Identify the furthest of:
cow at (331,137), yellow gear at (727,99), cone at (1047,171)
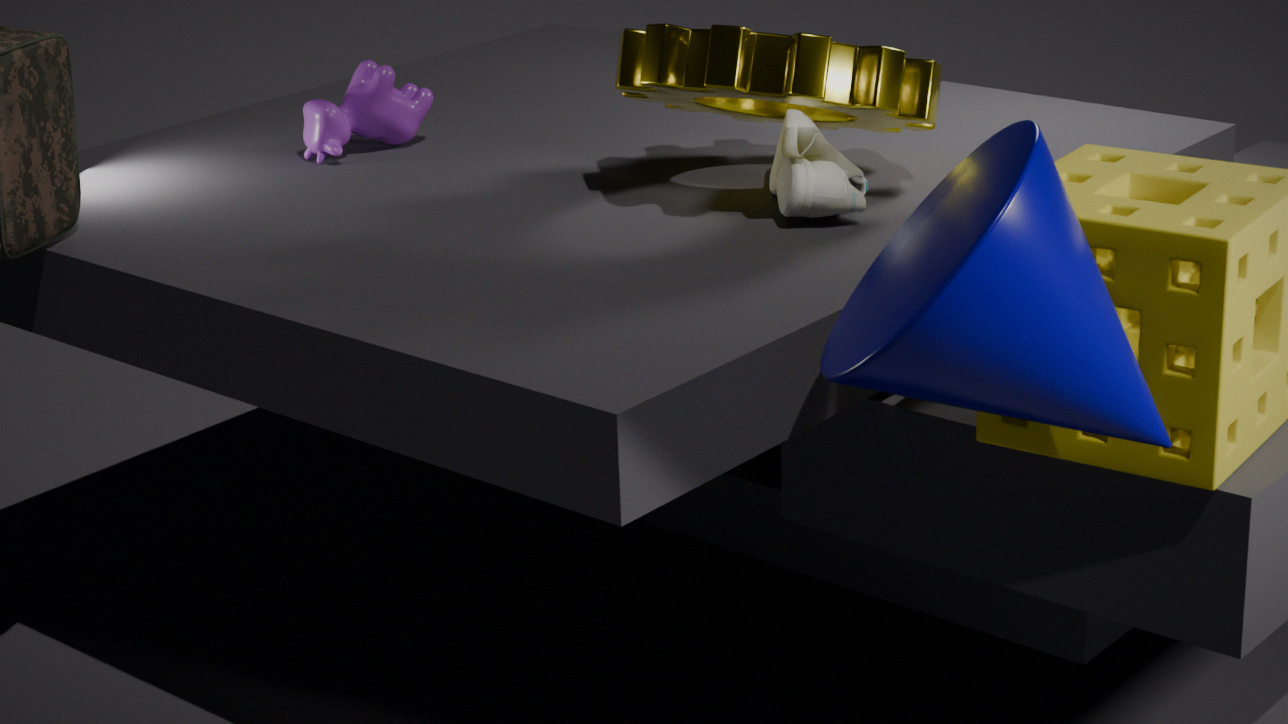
cow at (331,137)
